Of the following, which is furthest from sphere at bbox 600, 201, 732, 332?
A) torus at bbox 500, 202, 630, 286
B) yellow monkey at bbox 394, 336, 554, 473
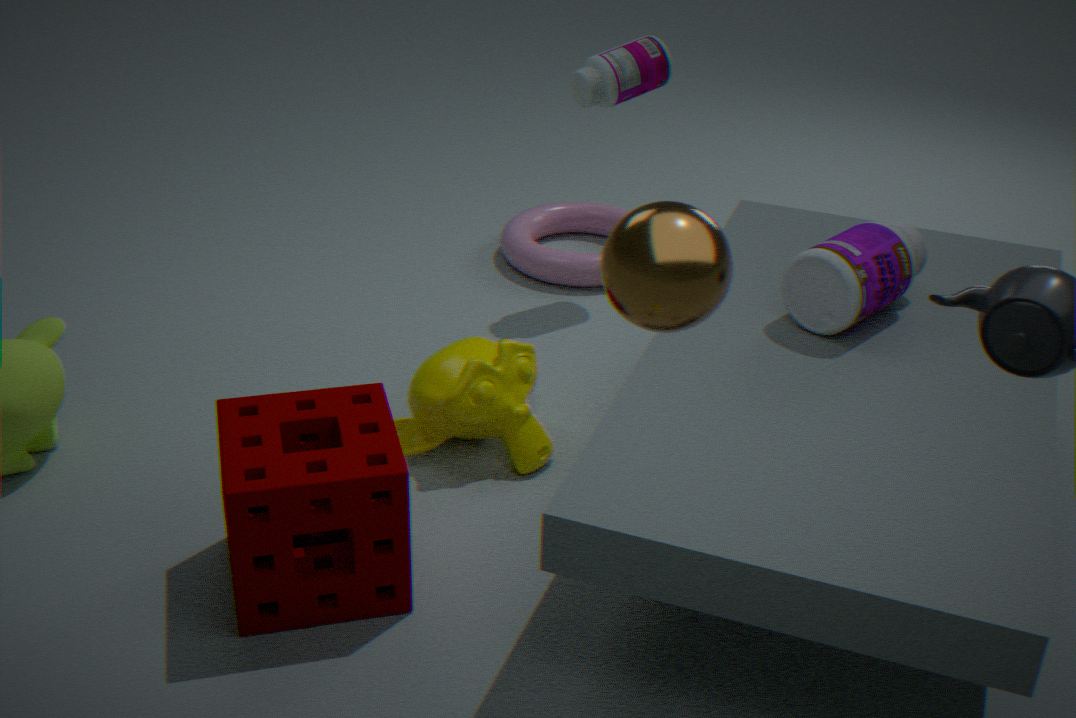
torus at bbox 500, 202, 630, 286
